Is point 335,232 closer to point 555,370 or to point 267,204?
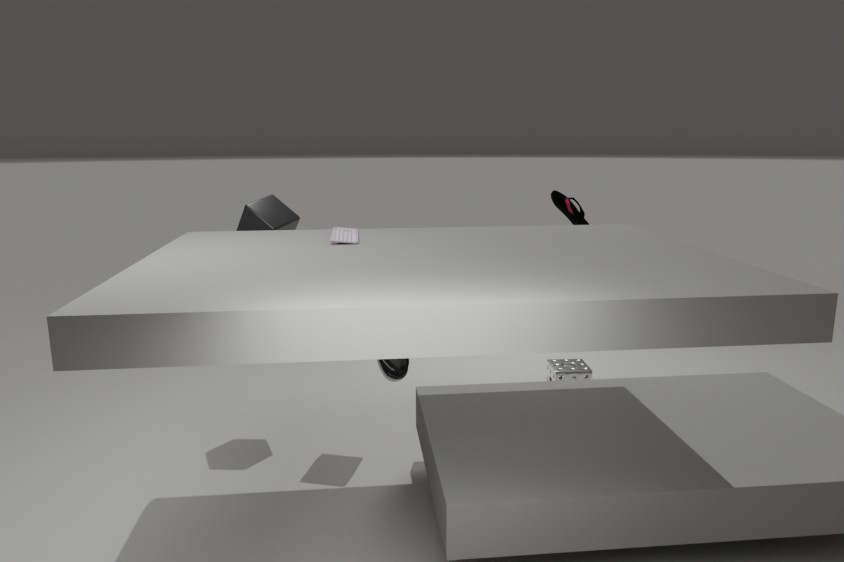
point 267,204
